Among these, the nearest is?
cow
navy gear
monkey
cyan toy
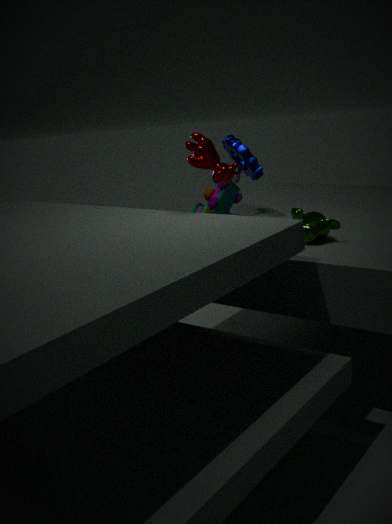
cow
